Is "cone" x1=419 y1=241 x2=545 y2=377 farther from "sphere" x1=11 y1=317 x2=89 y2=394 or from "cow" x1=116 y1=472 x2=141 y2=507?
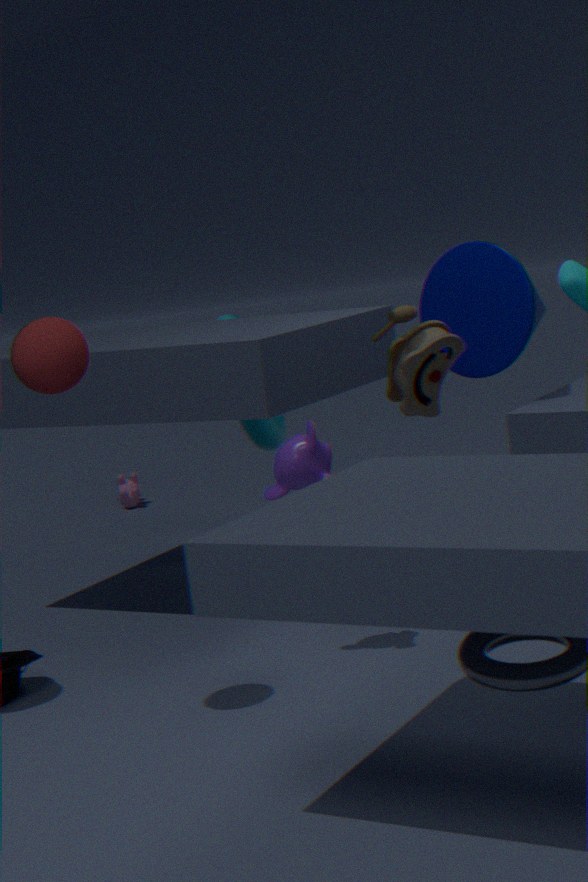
"cow" x1=116 y1=472 x2=141 y2=507
